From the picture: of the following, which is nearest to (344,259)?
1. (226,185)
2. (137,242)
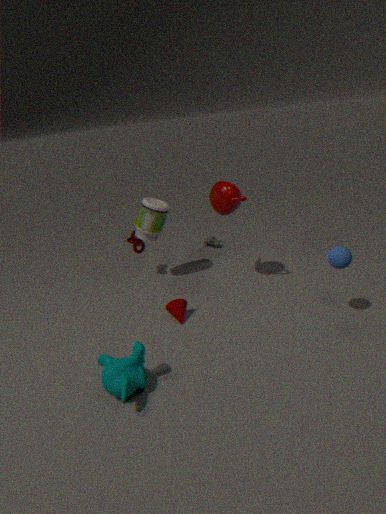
(226,185)
